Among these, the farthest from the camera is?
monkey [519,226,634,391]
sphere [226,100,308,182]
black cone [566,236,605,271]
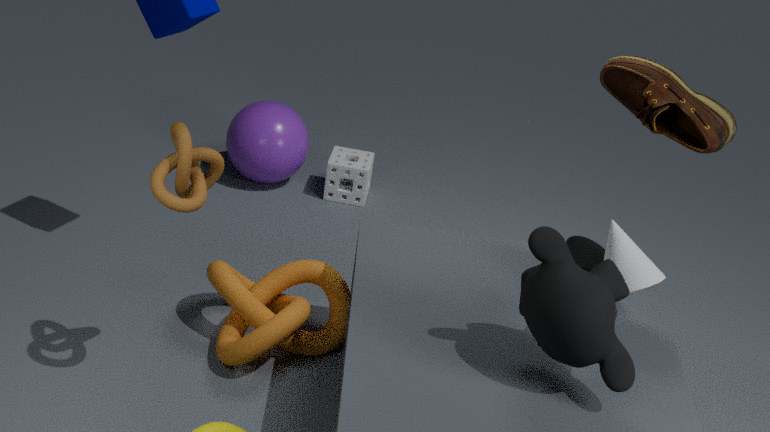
sphere [226,100,308,182]
